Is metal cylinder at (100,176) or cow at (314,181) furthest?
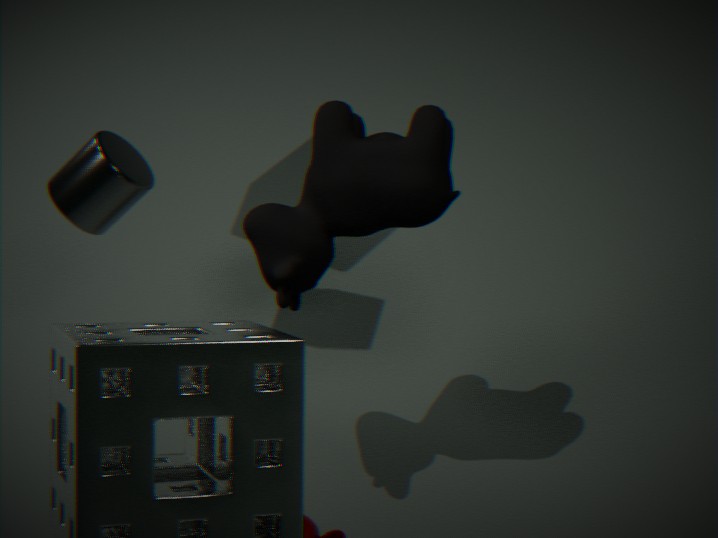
metal cylinder at (100,176)
